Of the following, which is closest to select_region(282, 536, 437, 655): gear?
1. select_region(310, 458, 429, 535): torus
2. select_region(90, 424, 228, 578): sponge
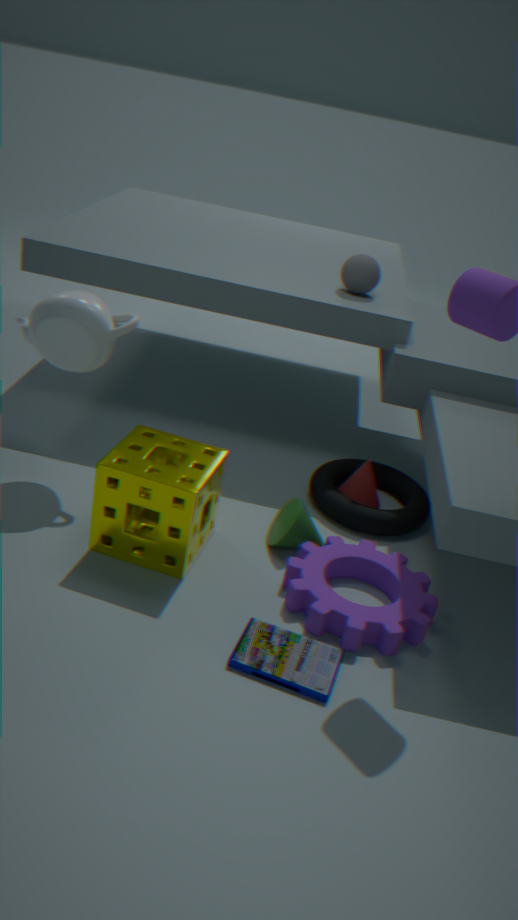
select_region(310, 458, 429, 535): torus
